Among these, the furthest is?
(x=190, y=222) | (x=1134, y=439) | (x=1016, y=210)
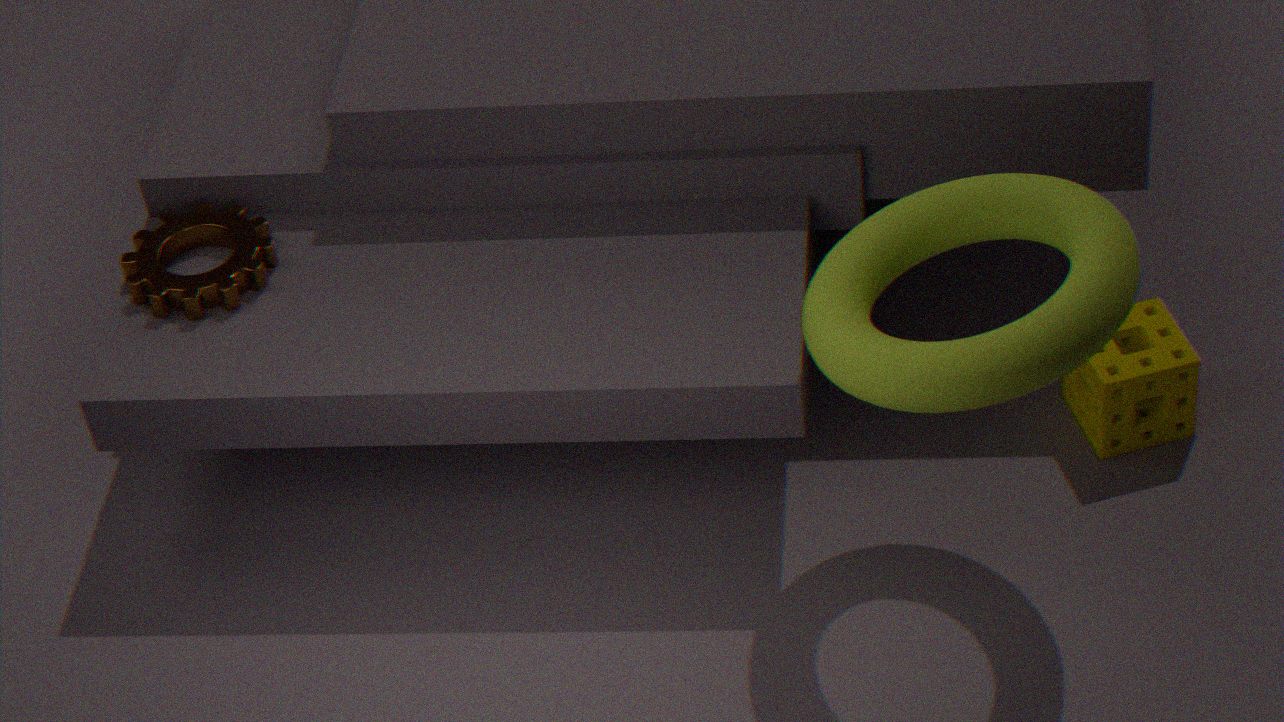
(x=190, y=222)
